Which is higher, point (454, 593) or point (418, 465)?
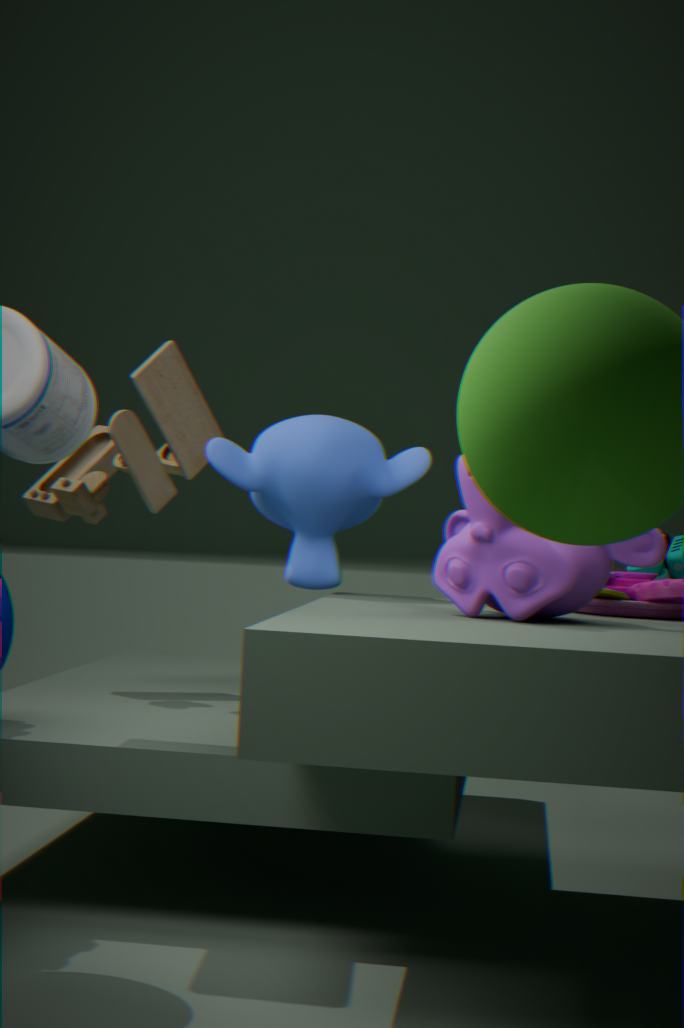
point (418, 465)
